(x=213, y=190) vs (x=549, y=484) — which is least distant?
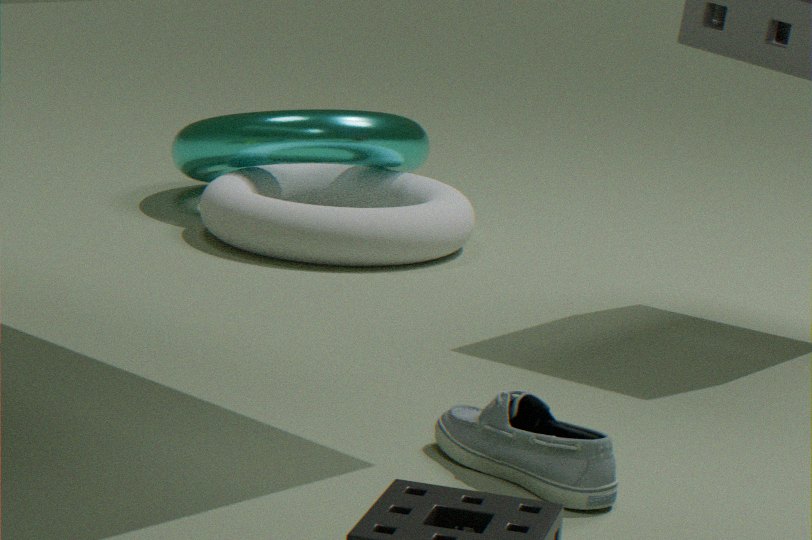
(x=549, y=484)
